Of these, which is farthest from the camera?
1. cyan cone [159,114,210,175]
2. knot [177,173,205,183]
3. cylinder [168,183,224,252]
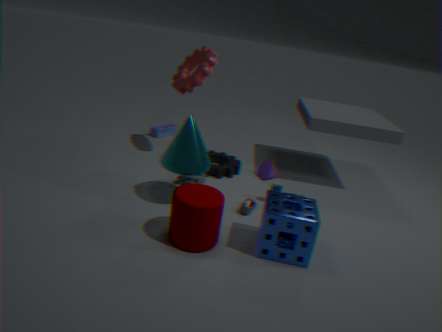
knot [177,173,205,183]
